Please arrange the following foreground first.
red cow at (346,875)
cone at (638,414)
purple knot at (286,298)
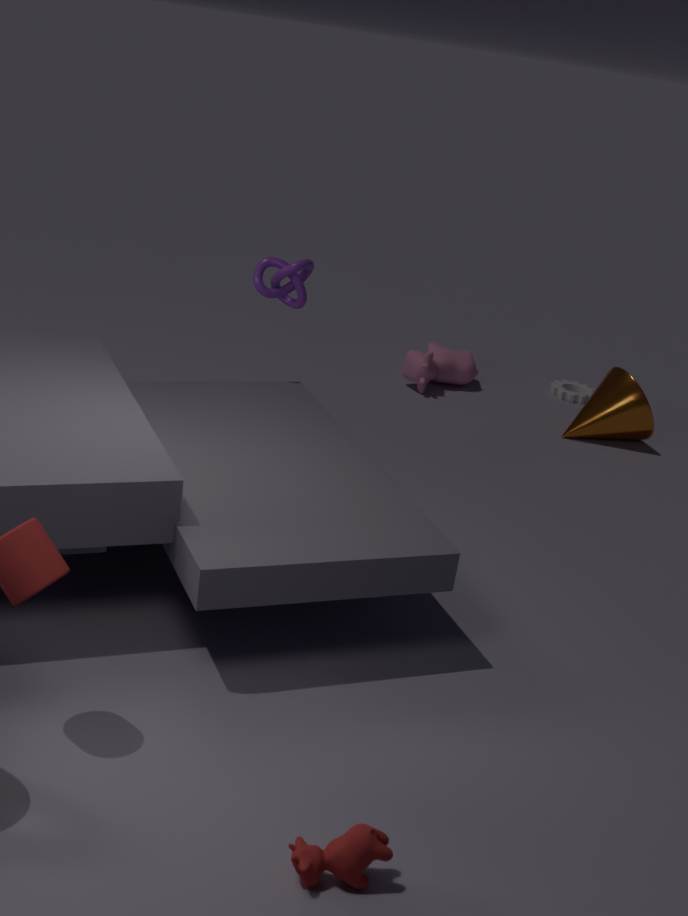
1. red cow at (346,875)
2. purple knot at (286,298)
3. cone at (638,414)
